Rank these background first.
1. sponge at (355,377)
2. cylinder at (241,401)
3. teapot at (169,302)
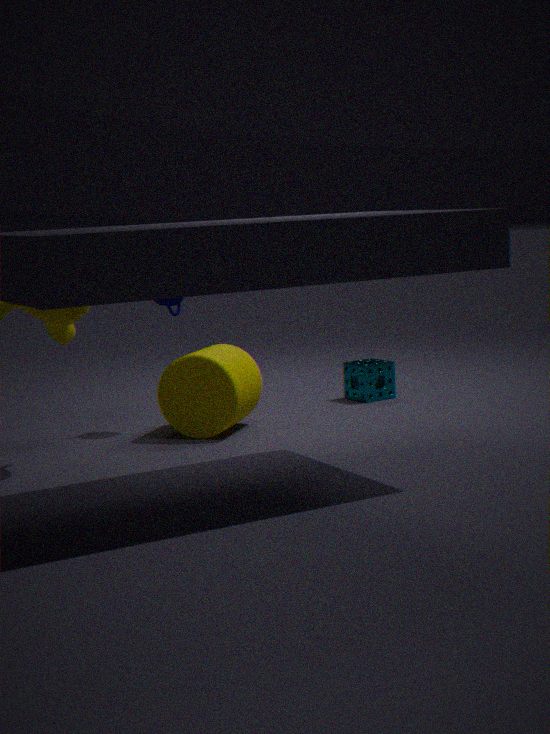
sponge at (355,377)
teapot at (169,302)
cylinder at (241,401)
